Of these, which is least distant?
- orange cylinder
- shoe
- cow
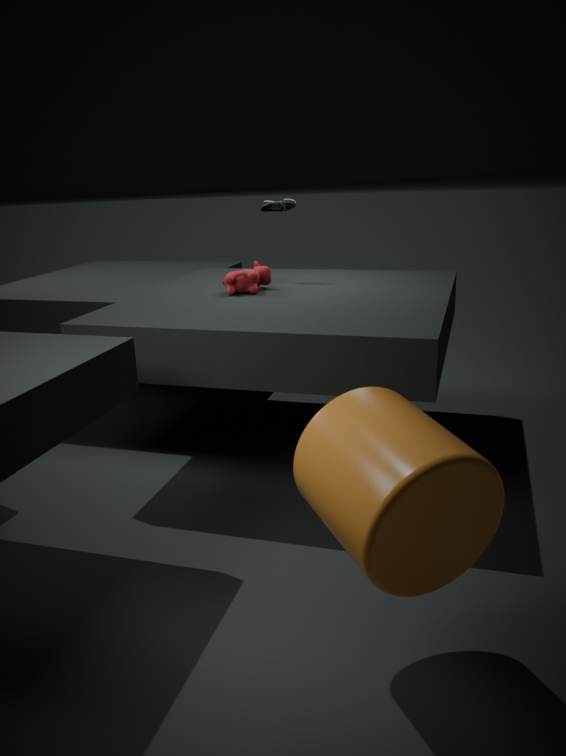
orange cylinder
